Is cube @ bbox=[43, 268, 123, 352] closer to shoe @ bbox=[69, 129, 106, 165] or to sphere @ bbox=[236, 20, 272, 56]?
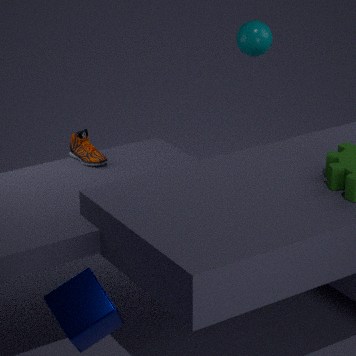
shoe @ bbox=[69, 129, 106, 165]
